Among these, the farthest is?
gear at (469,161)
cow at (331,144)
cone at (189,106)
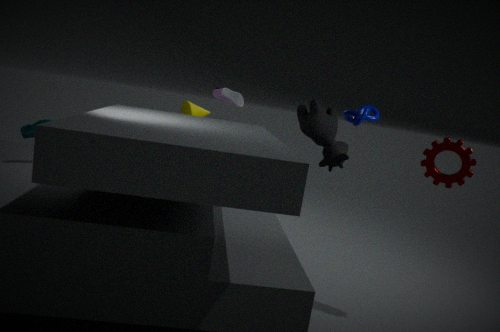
cone at (189,106)
